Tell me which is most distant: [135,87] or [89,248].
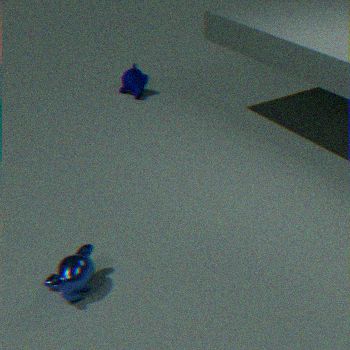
[135,87]
